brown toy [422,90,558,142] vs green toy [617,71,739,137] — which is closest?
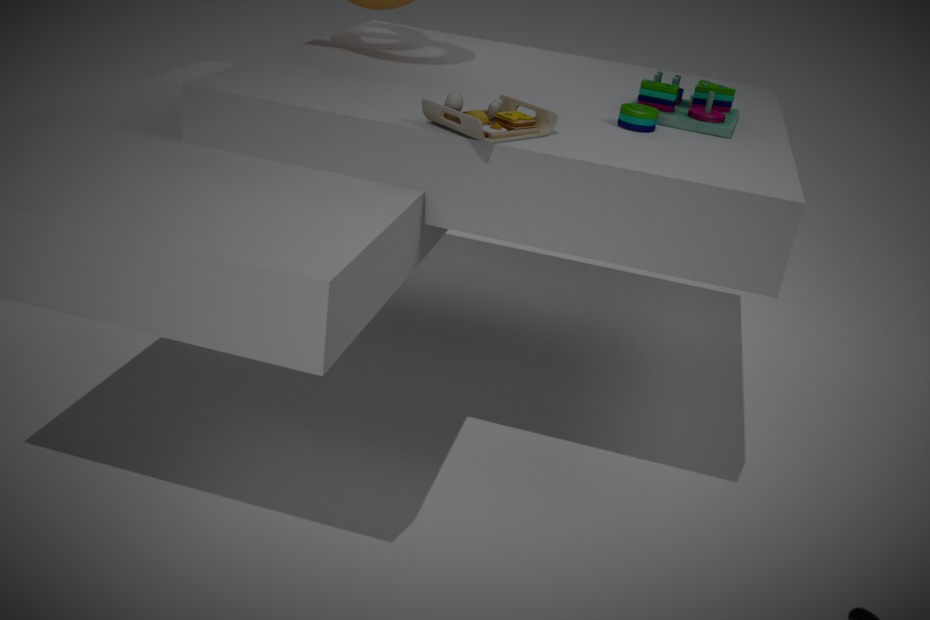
A: brown toy [422,90,558,142]
